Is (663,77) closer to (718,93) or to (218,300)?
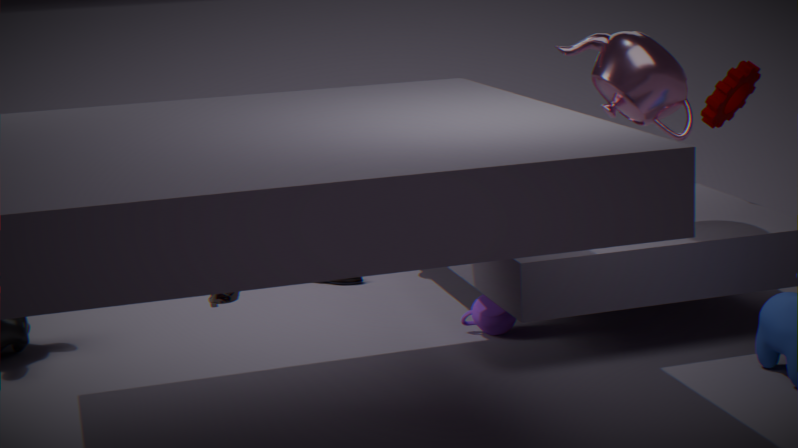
(718,93)
